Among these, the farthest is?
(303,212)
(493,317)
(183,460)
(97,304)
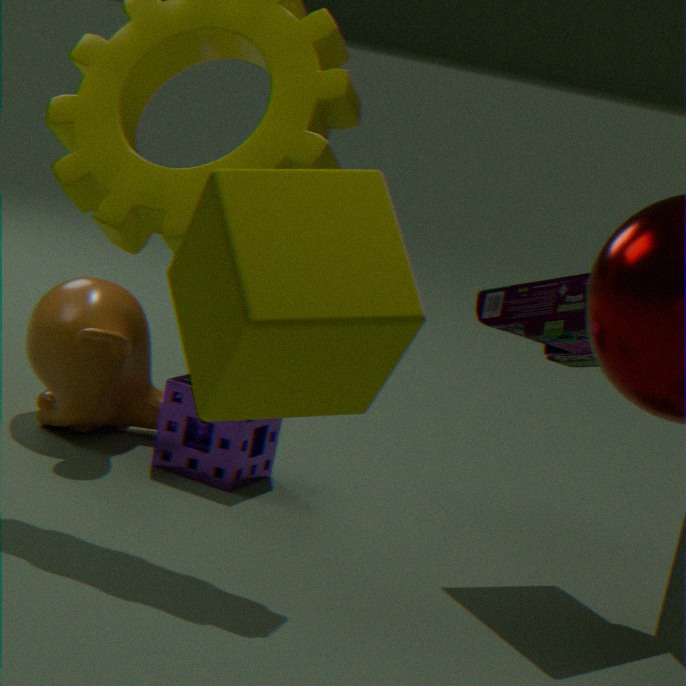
(97,304)
